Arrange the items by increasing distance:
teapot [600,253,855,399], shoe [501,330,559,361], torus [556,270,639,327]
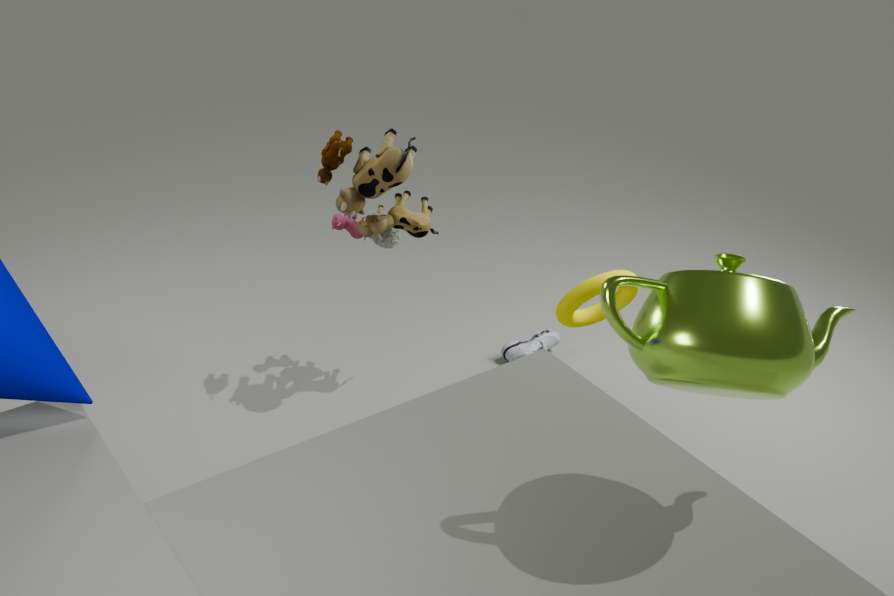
teapot [600,253,855,399] → torus [556,270,639,327] → shoe [501,330,559,361]
